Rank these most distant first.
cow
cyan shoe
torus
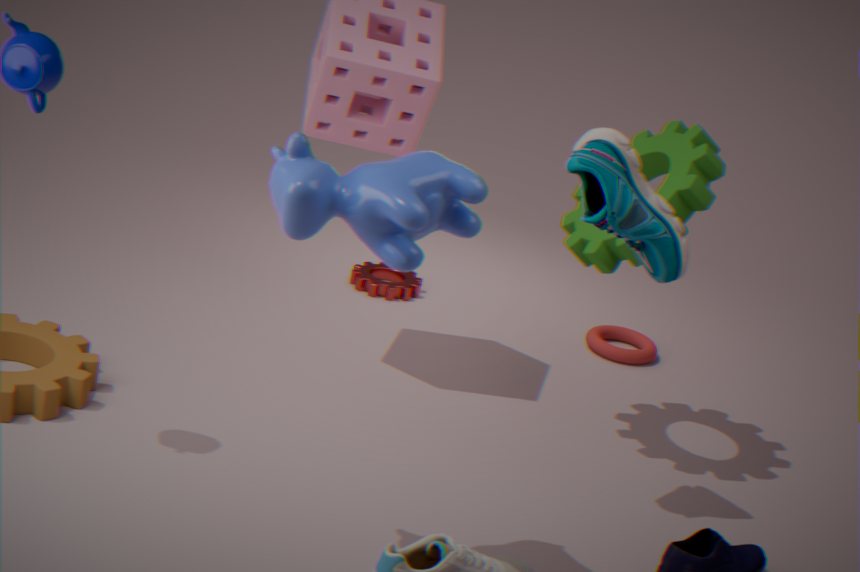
torus, cyan shoe, cow
